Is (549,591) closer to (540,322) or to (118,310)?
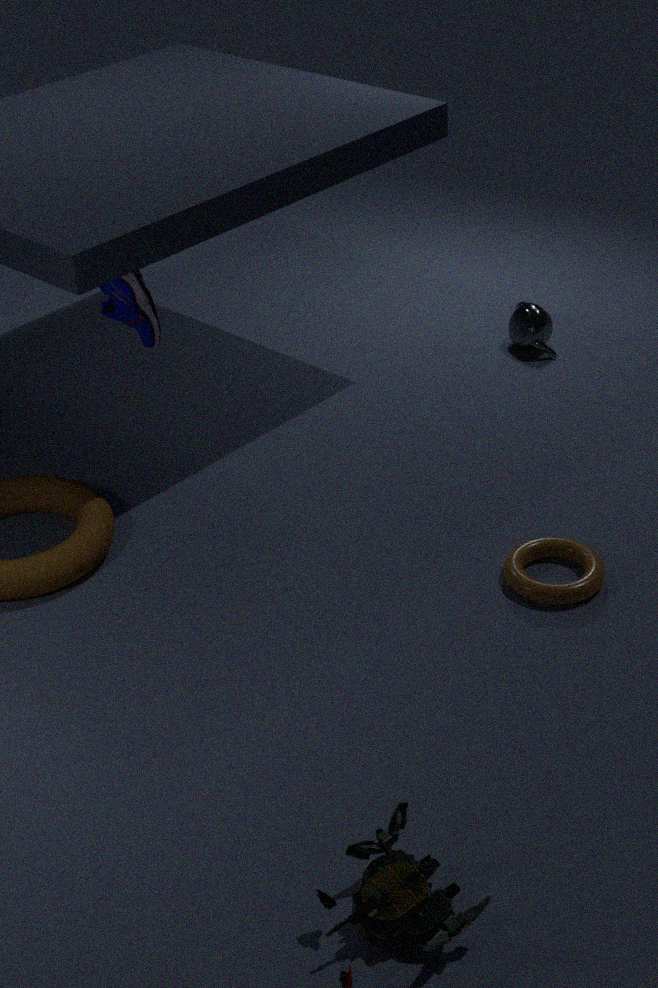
(540,322)
